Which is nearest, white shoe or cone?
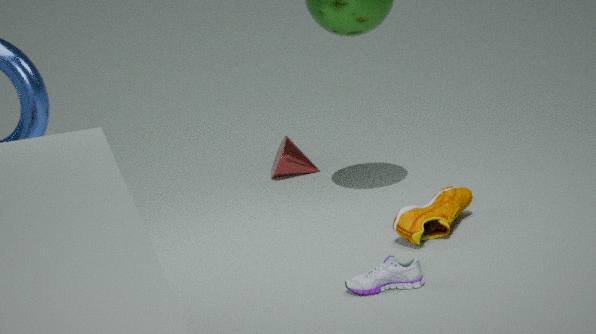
white shoe
